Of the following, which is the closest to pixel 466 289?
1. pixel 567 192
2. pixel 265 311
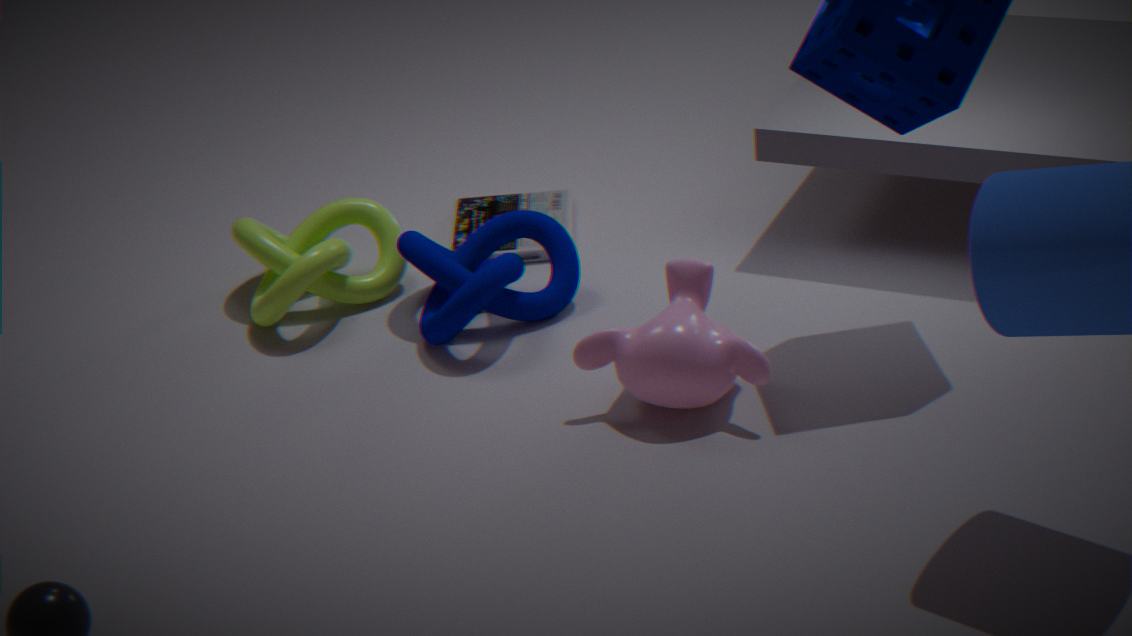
pixel 567 192
